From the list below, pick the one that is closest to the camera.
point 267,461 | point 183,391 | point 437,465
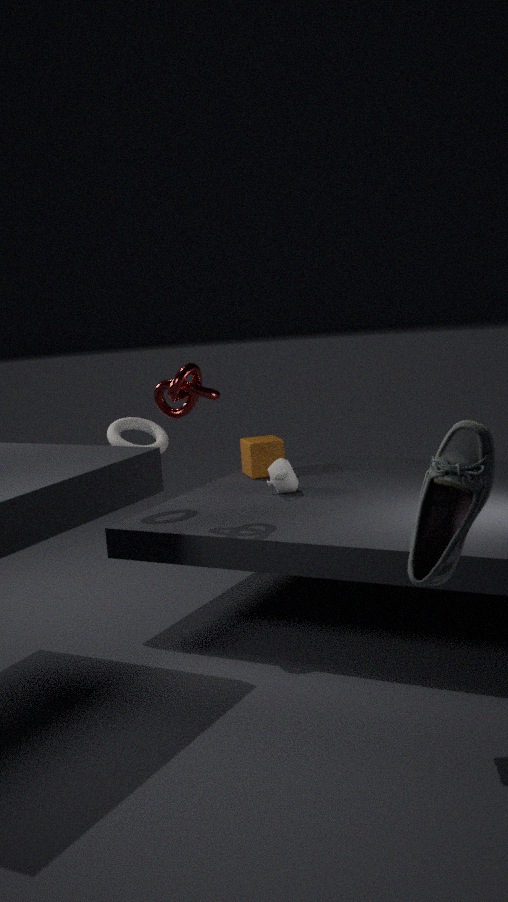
point 437,465
